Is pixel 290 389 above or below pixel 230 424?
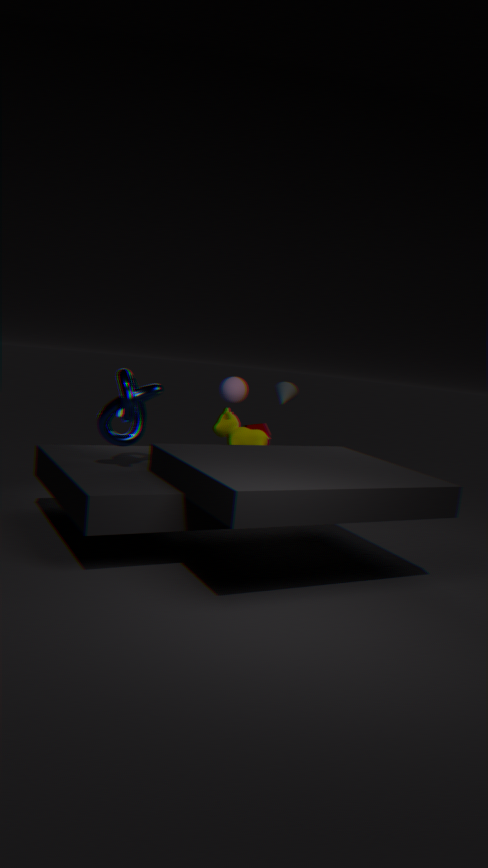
above
